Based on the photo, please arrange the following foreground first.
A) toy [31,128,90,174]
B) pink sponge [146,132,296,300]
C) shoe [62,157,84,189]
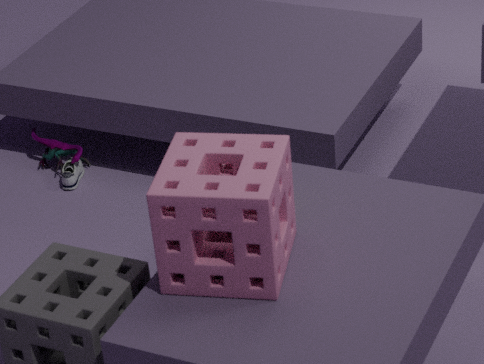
pink sponge [146,132,296,300]
shoe [62,157,84,189]
toy [31,128,90,174]
